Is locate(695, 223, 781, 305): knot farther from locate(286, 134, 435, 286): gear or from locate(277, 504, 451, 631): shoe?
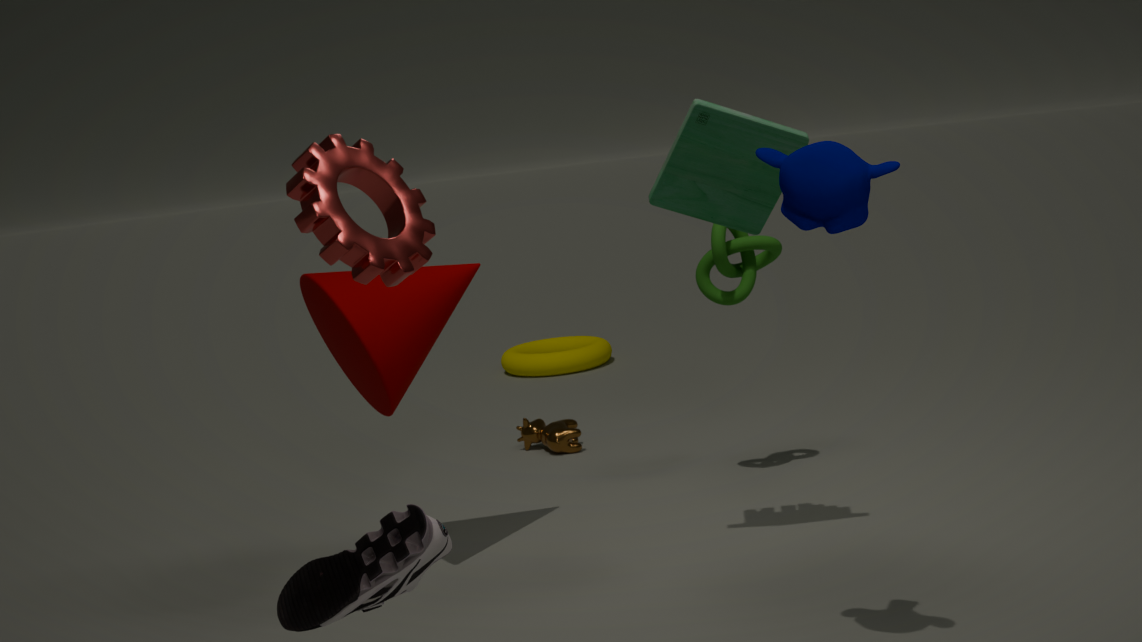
locate(277, 504, 451, 631): shoe
